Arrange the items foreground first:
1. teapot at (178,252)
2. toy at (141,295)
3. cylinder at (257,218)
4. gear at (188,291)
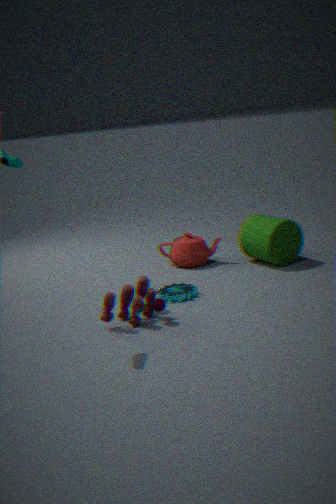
1. toy at (141,295)
2. gear at (188,291)
3. cylinder at (257,218)
4. teapot at (178,252)
